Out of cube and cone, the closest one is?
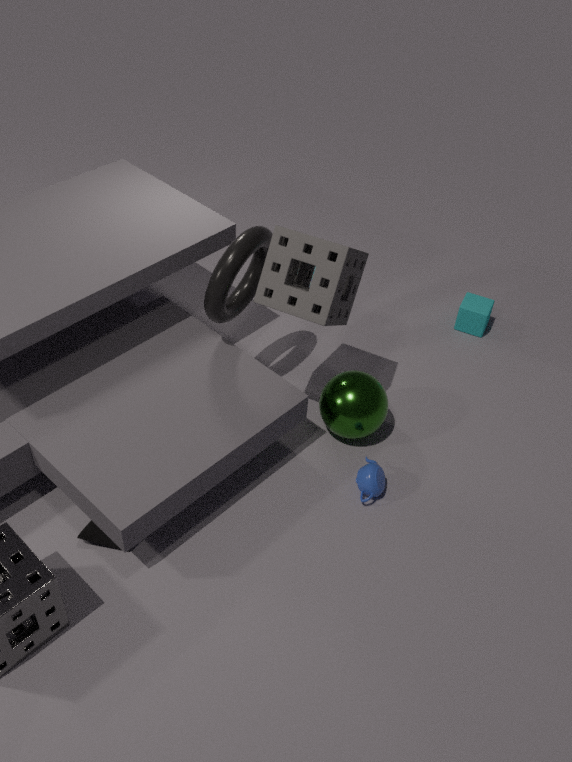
cone
